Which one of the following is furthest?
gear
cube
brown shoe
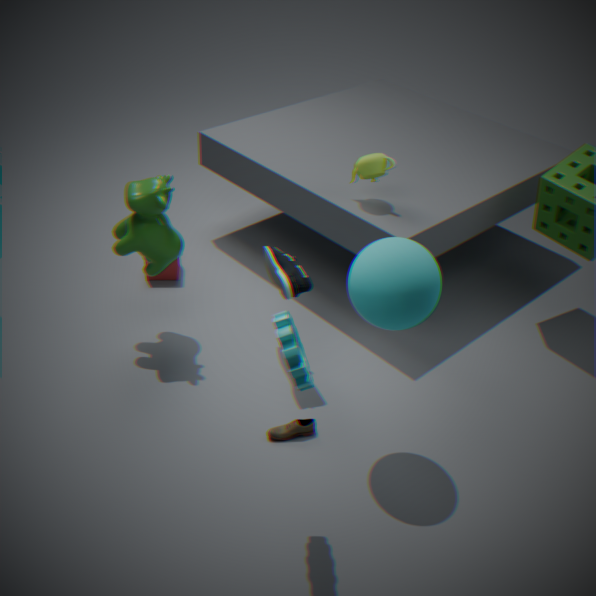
cube
